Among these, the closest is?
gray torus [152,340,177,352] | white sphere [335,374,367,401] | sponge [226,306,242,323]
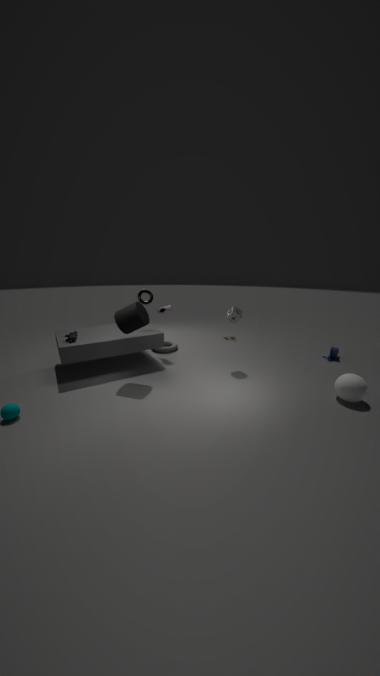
white sphere [335,374,367,401]
